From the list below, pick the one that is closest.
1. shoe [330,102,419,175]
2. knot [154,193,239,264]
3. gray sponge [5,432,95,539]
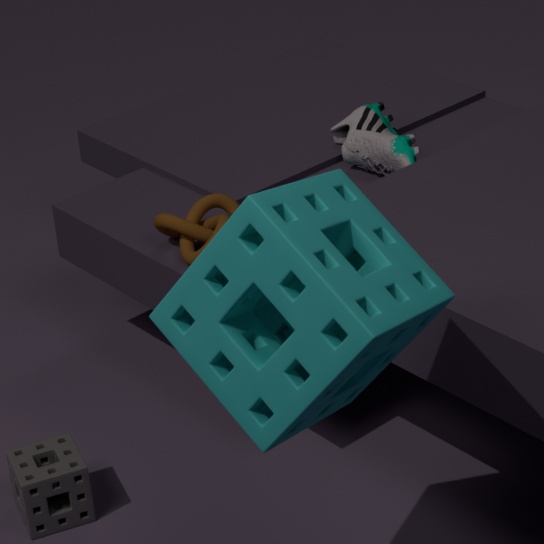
gray sponge [5,432,95,539]
